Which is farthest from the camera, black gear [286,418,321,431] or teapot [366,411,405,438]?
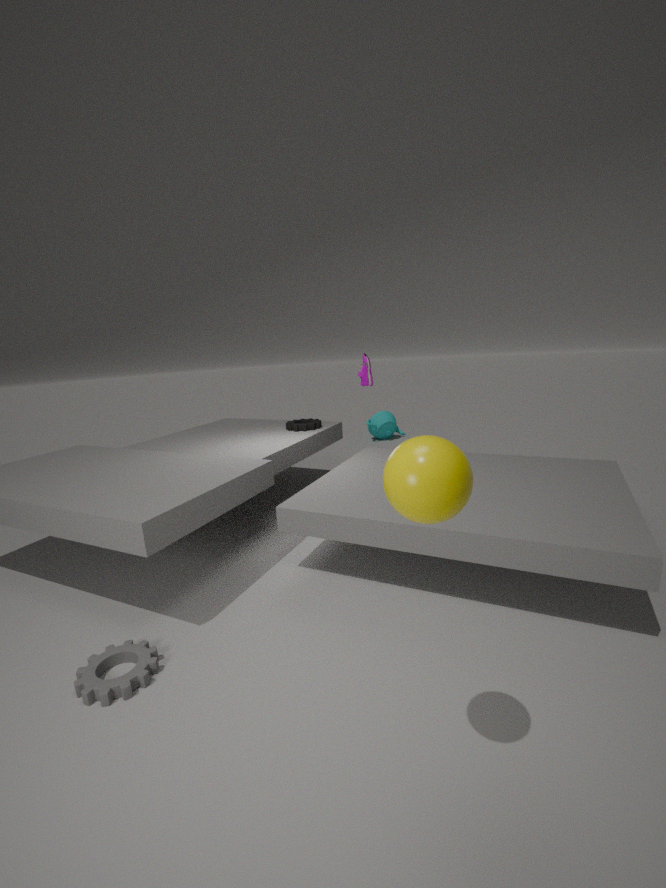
teapot [366,411,405,438]
